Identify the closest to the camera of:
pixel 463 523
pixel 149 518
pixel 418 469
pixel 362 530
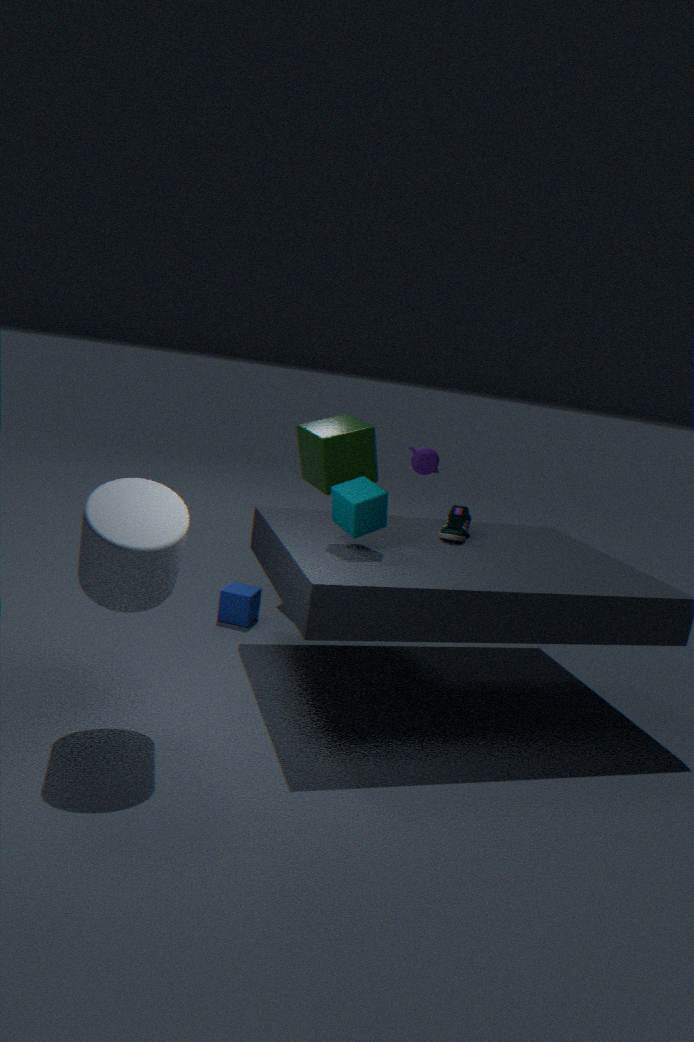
pixel 149 518
